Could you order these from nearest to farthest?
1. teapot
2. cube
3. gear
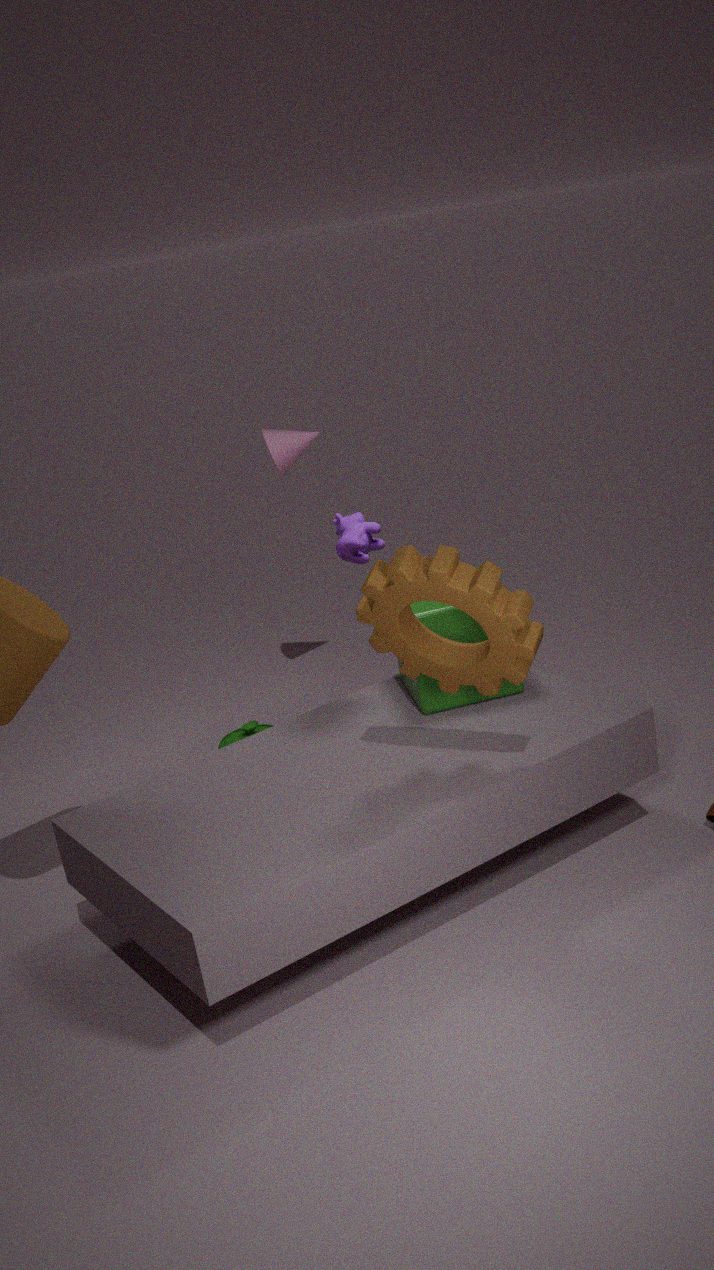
gear, cube, teapot
